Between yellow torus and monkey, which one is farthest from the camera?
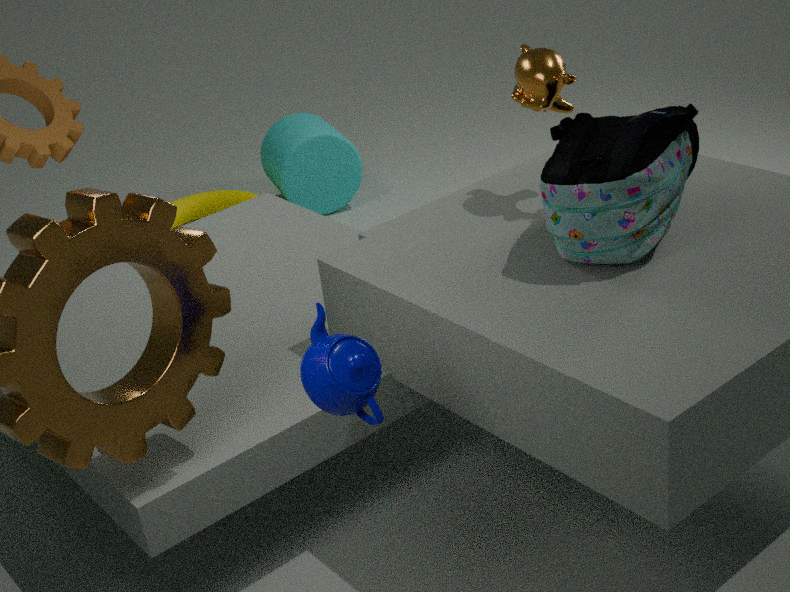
yellow torus
